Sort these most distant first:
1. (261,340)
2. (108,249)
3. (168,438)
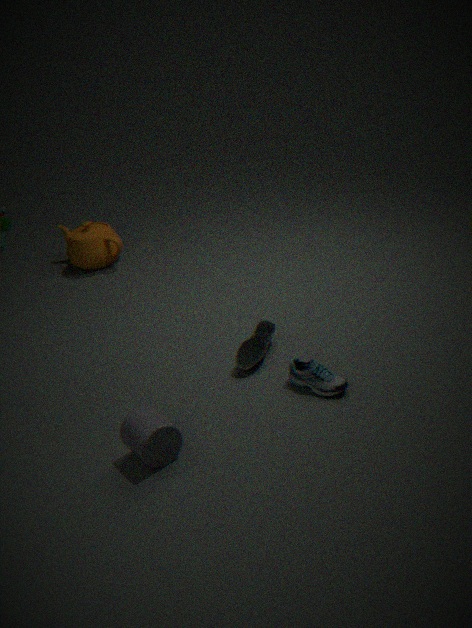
(108,249) < (261,340) < (168,438)
